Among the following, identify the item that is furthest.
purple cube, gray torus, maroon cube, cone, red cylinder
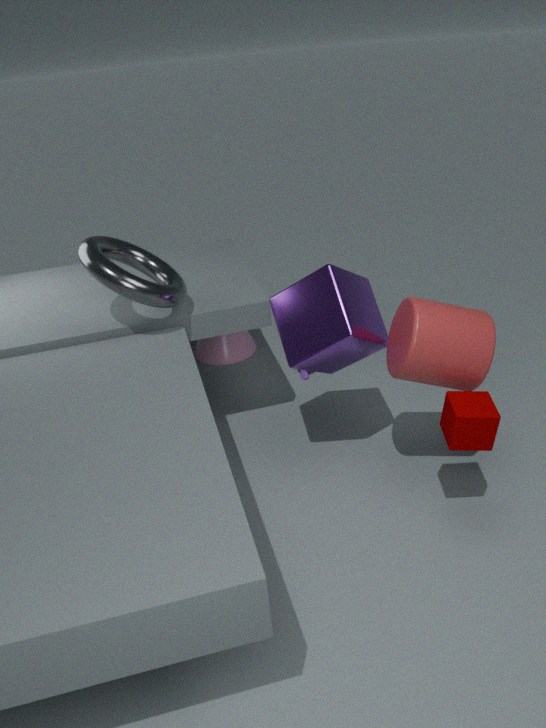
cone
